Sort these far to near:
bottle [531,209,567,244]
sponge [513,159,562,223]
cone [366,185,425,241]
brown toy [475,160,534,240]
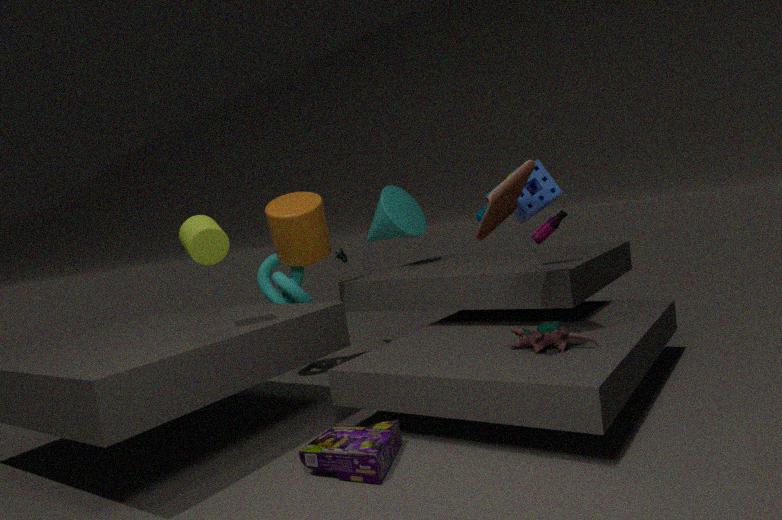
cone [366,185,425,241]
bottle [531,209,567,244]
sponge [513,159,562,223]
brown toy [475,160,534,240]
